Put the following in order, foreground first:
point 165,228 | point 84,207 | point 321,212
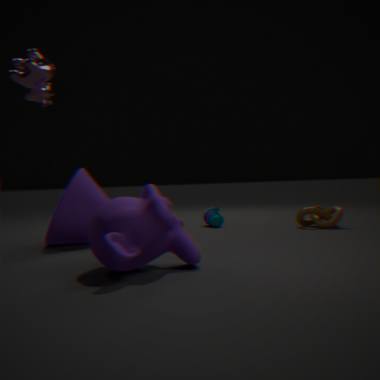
point 165,228
point 84,207
point 321,212
